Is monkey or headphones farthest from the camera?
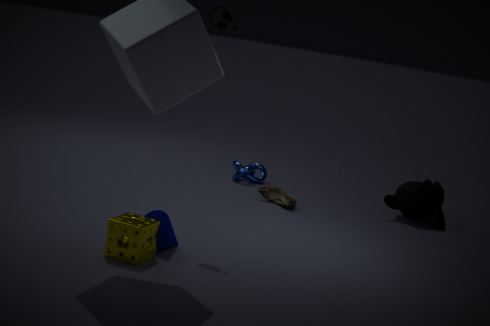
monkey
